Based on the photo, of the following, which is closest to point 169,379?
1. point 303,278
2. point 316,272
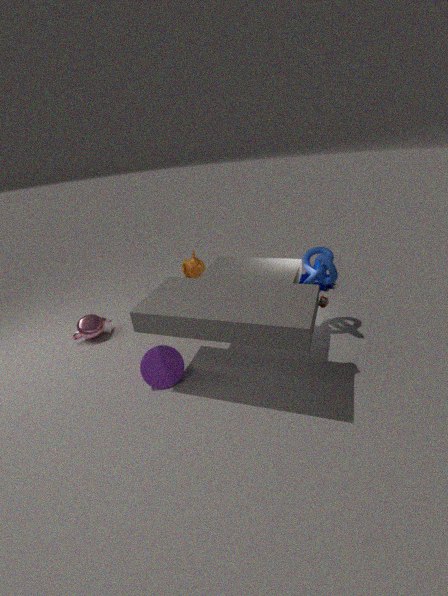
point 316,272
